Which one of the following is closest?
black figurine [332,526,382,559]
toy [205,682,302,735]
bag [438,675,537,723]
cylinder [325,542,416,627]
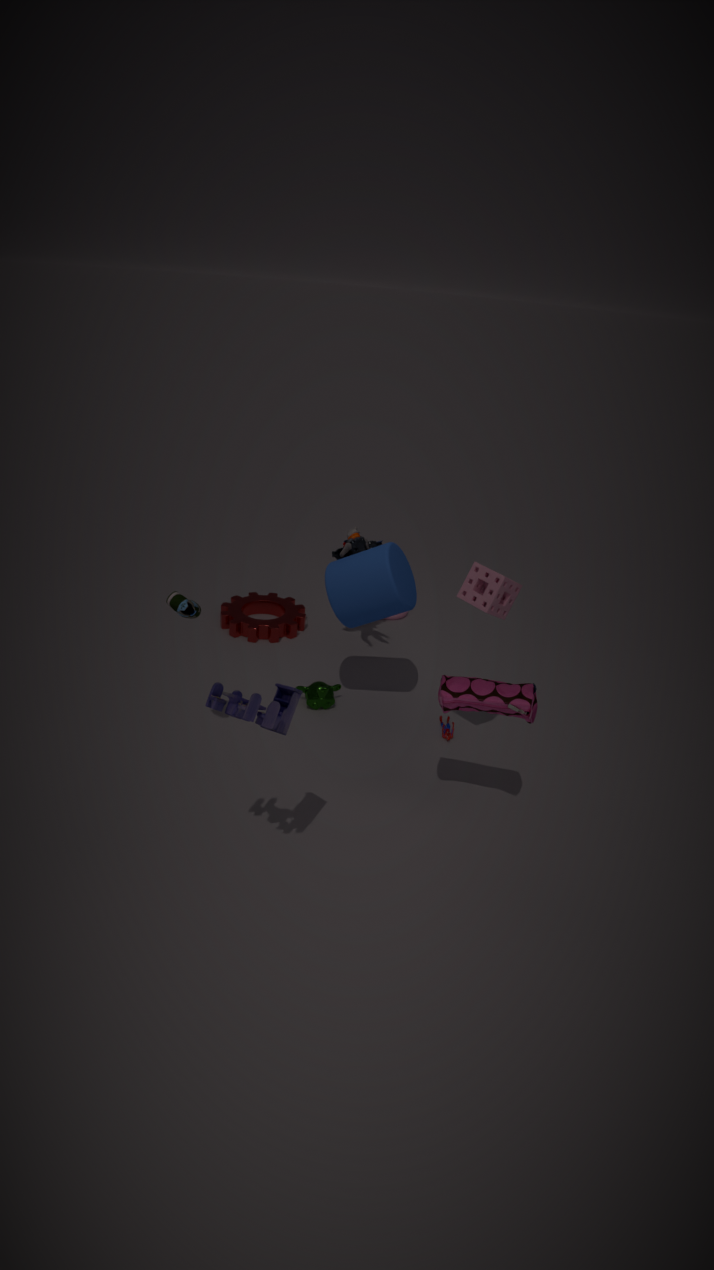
toy [205,682,302,735]
